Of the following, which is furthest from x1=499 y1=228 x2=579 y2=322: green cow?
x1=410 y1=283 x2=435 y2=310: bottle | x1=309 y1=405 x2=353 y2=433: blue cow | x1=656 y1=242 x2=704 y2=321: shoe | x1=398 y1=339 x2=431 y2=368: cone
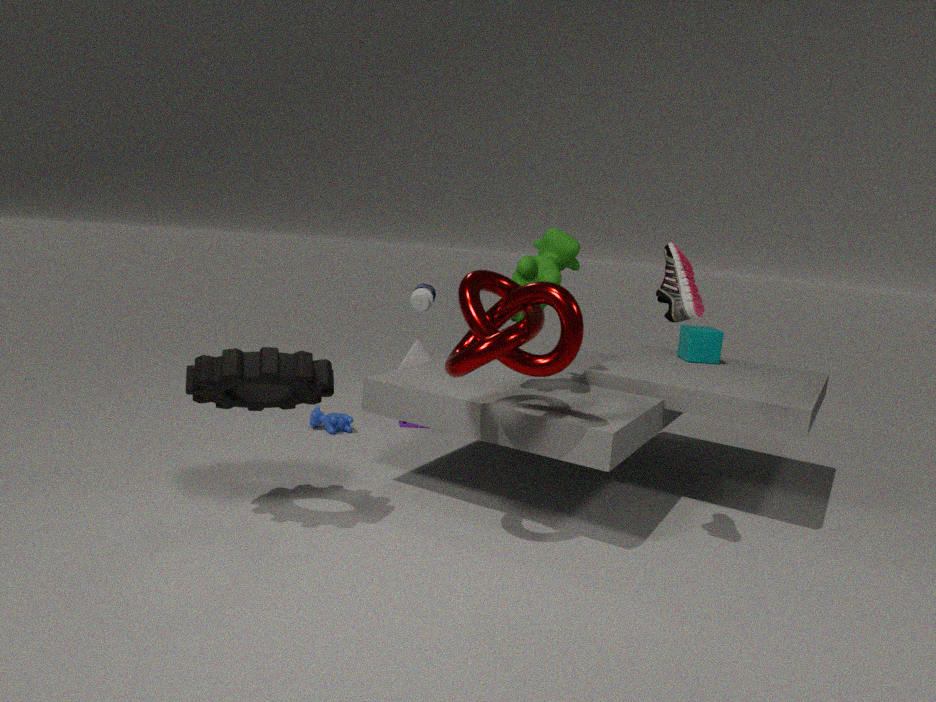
x1=398 y1=339 x2=431 y2=368: cone
